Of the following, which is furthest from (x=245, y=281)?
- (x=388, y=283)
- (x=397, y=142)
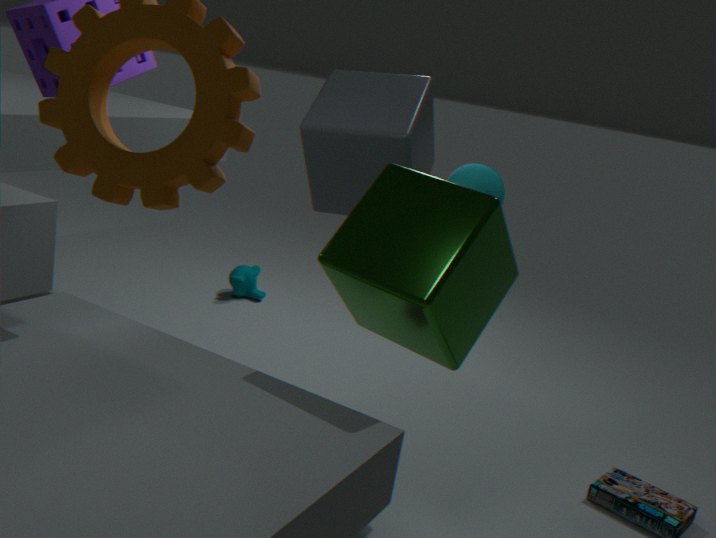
(x=388, y=283)
